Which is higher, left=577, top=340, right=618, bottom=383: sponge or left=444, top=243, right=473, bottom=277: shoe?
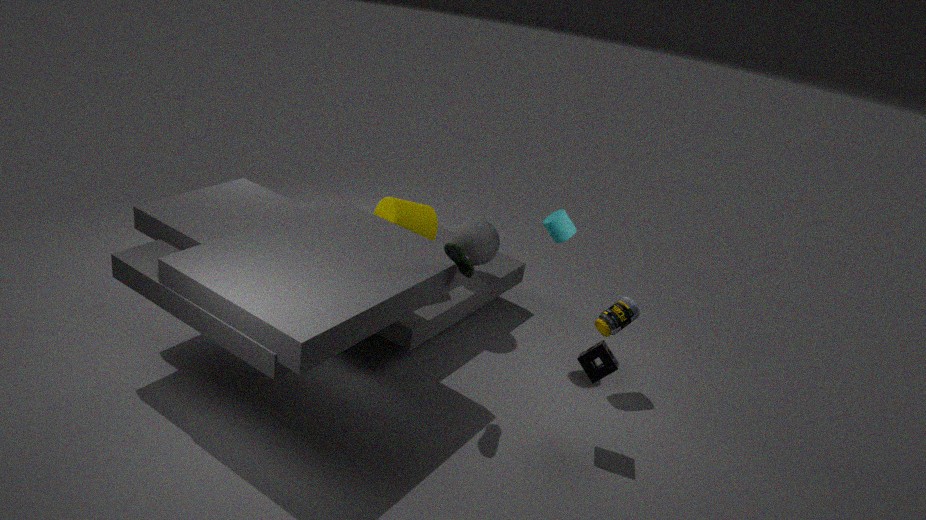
left=444, top=243, right=473, bottom=277: shoe
